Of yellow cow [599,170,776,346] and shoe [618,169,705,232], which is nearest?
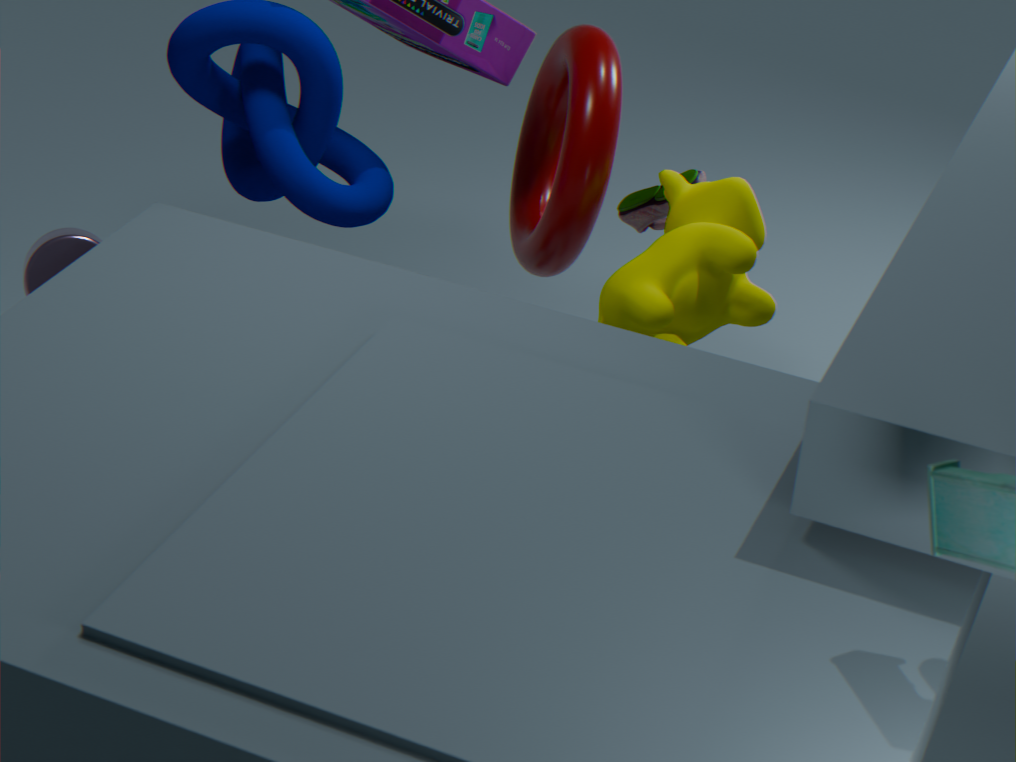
yellow cow [599,170,776,346]
